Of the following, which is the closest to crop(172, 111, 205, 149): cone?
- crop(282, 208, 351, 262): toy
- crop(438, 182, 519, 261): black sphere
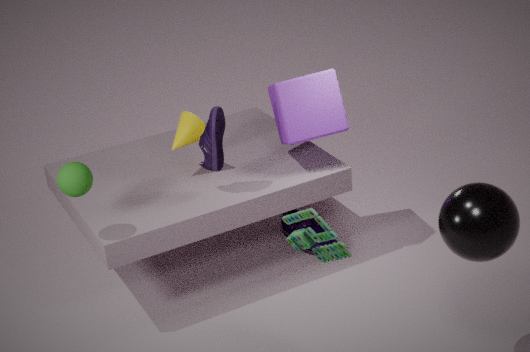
crop(282, 208, 351, 262): toy
